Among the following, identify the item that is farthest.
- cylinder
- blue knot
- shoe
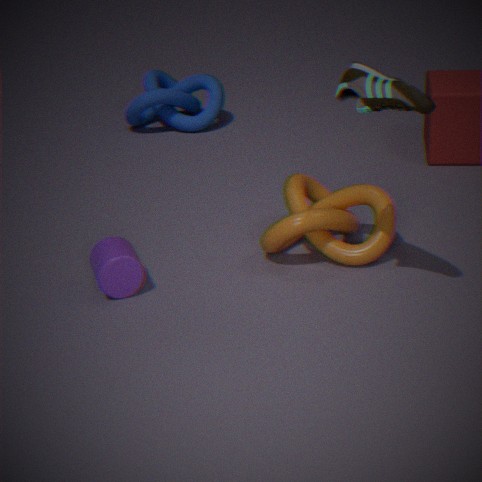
blue knot
